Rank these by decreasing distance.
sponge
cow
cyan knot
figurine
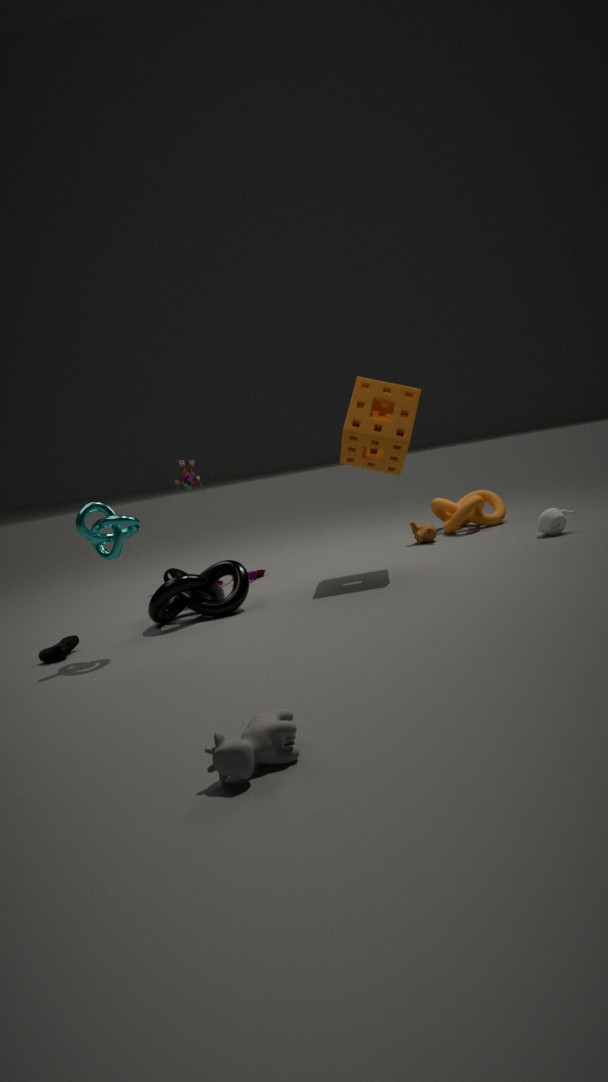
figurine
sponge
cyan knot
cow
